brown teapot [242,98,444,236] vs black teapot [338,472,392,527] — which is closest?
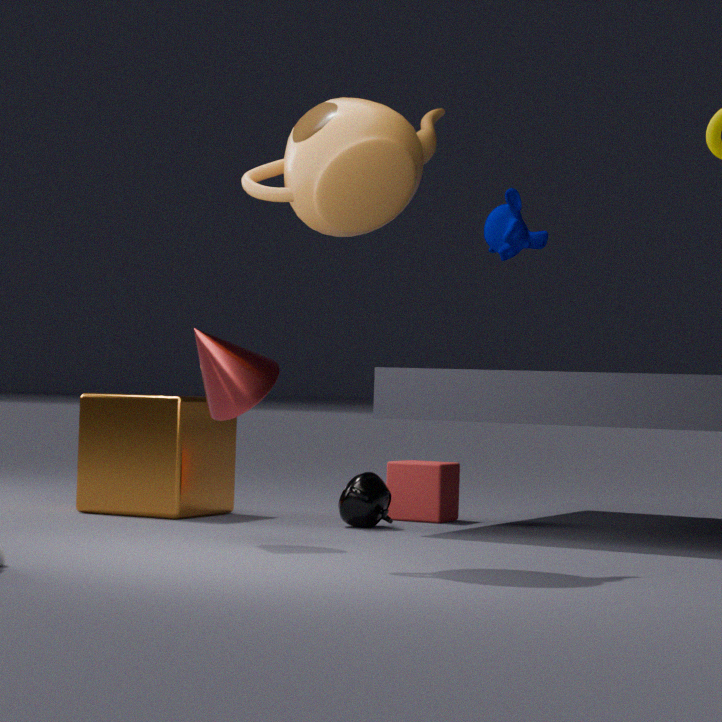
brown teapot [242,98,444,236]
